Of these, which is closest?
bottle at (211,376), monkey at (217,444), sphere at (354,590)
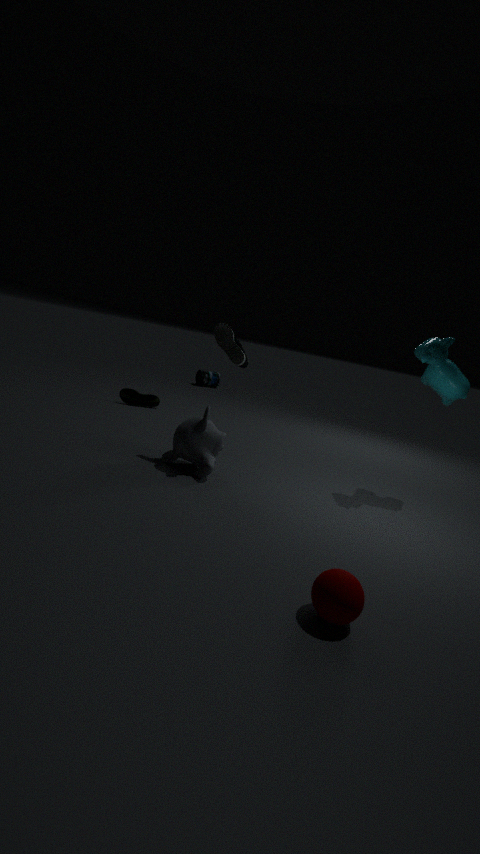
sphere at (354,590)
